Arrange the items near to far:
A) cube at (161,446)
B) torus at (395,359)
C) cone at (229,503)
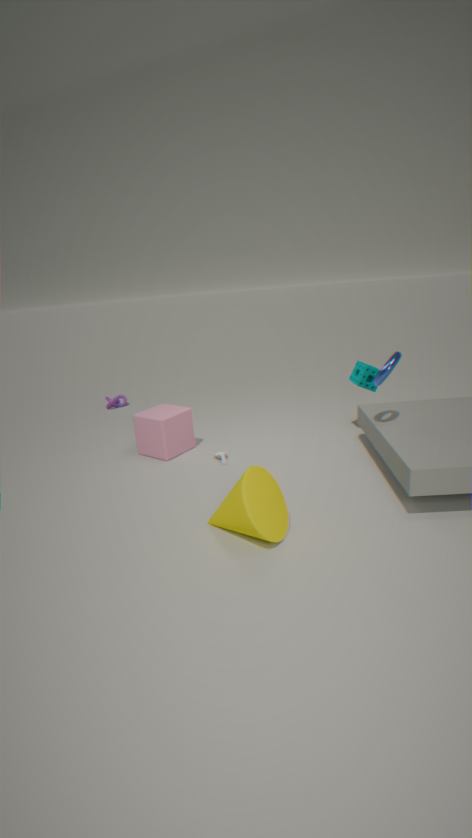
cone at (229,503) → torus at (395,359) → cube at (161,446)
